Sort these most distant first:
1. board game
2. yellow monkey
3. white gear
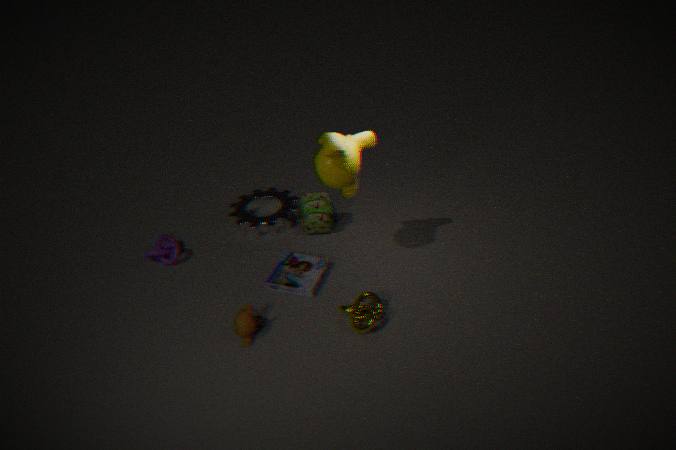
1. white gear
2. board game
3. yellow monkey
